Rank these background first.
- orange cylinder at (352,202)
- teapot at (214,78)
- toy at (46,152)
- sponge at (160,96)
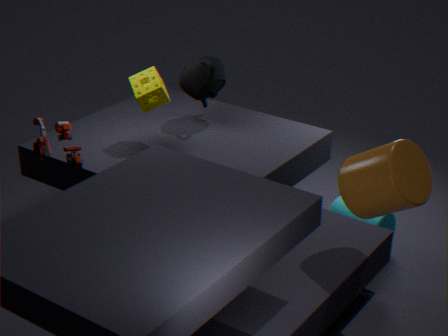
1. teapot at (214,78)
2. sponge at (160,96)
3. toy at (46,152)
4. orange cylinder at (352,202)
